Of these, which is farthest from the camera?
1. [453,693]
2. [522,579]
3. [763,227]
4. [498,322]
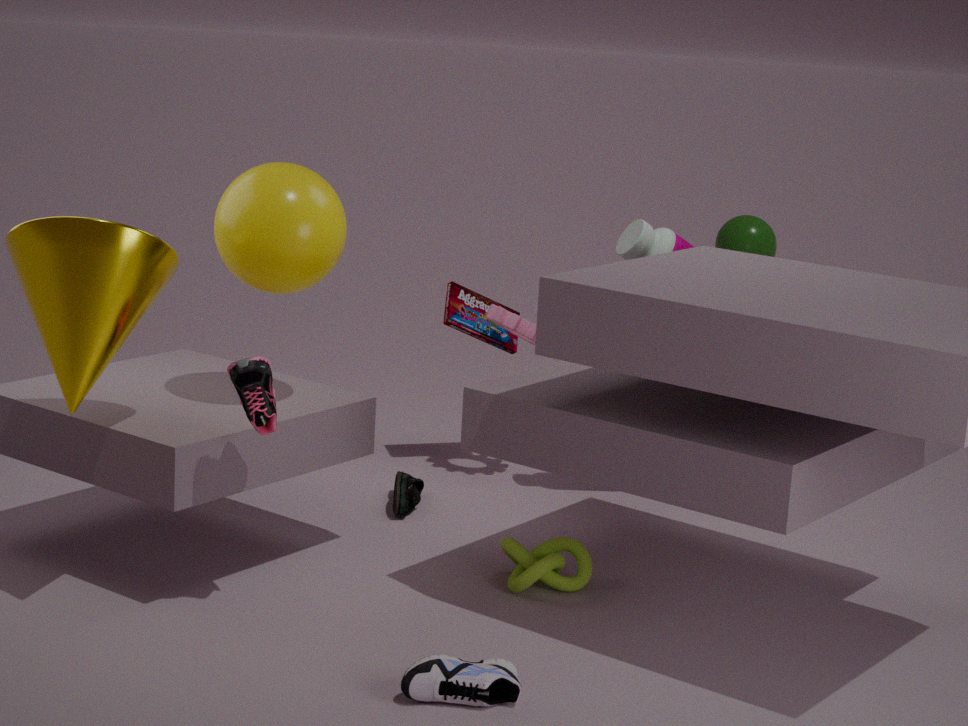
[763,227]
